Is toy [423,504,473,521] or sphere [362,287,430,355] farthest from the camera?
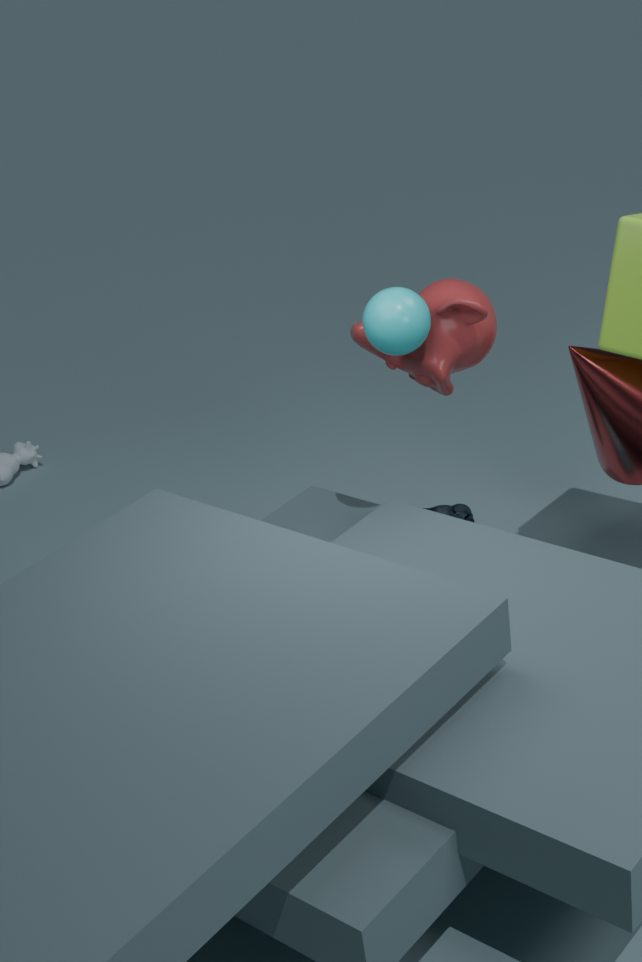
toy [423,504,473,521]
